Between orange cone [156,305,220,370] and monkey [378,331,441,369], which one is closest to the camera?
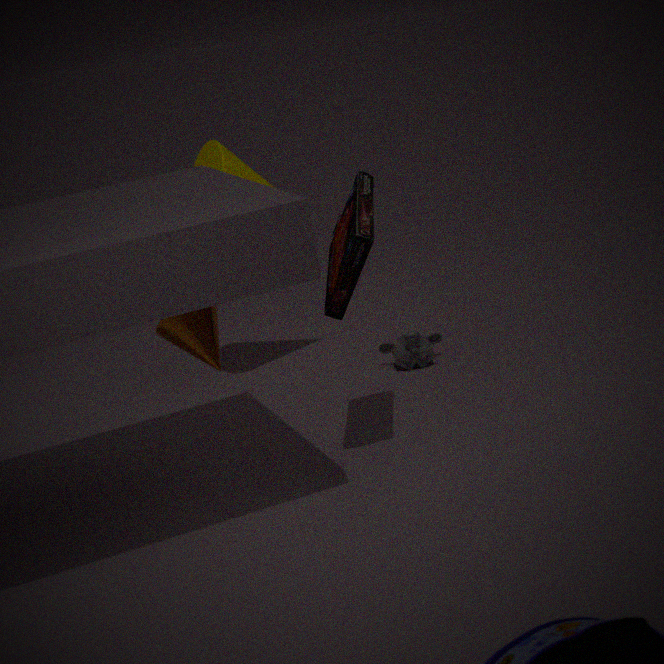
orange cone [156,305,220,370]
